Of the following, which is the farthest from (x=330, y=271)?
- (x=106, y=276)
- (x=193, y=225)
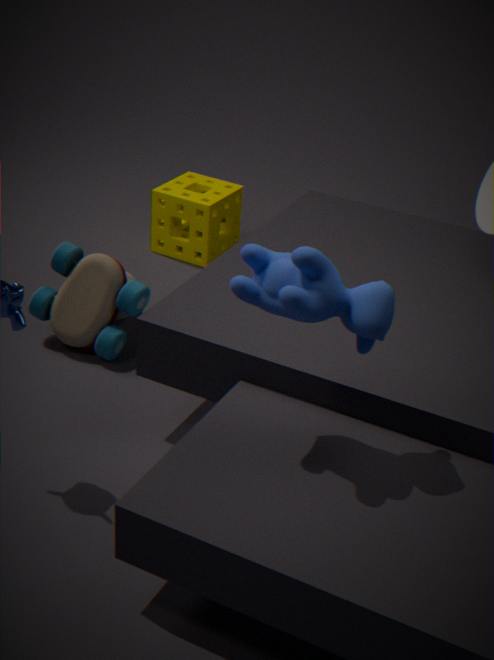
(x=193, y=225)
